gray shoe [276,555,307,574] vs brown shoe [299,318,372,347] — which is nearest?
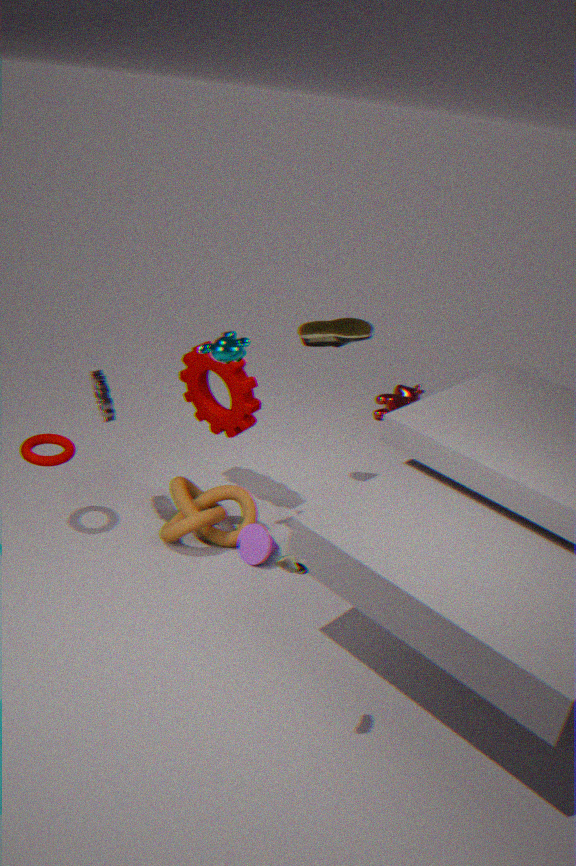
gray shoe [276,555,307,574]
